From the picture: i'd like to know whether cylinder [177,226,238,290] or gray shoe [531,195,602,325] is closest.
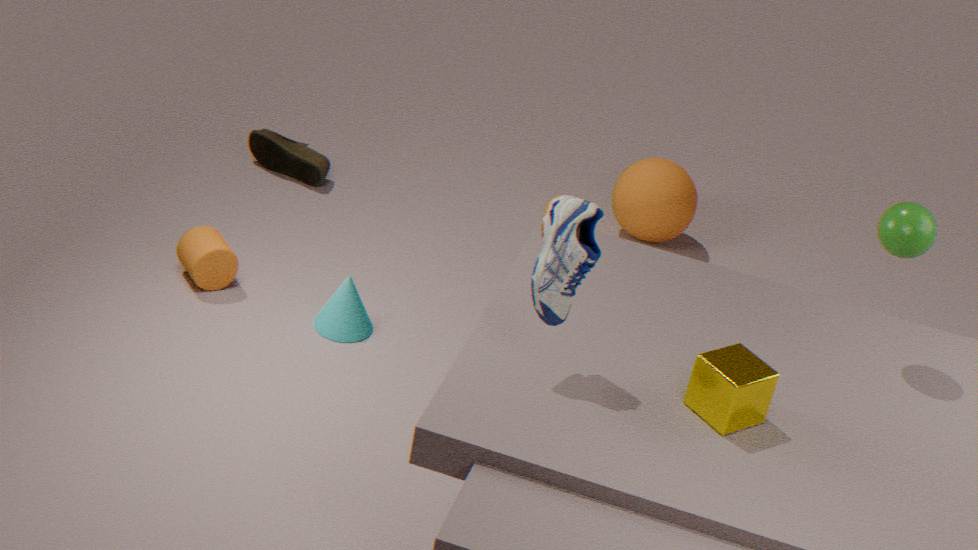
gray shoe [531,195,602,325]
